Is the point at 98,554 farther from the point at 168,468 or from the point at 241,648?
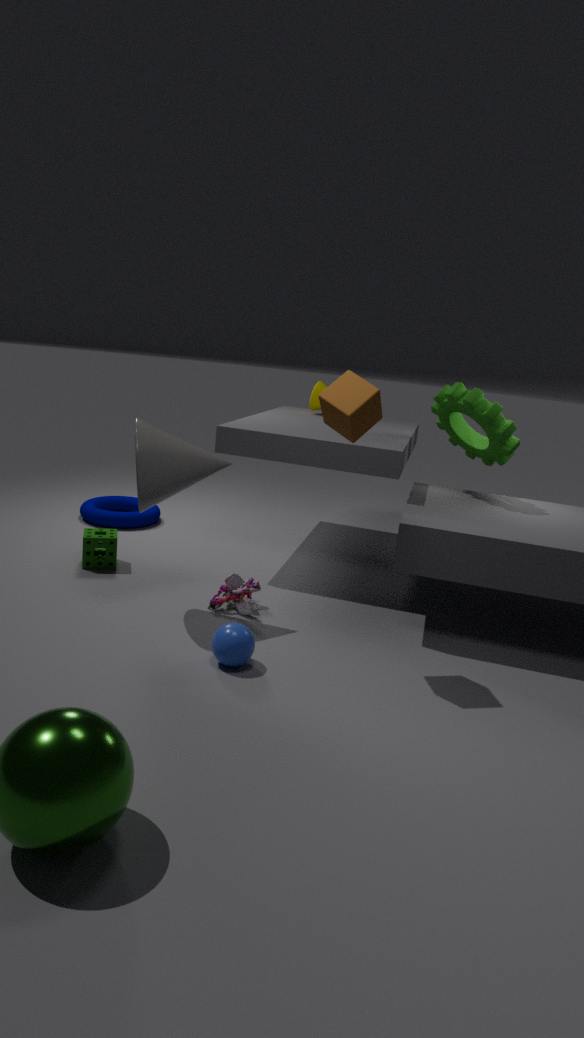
the point at 241,648
